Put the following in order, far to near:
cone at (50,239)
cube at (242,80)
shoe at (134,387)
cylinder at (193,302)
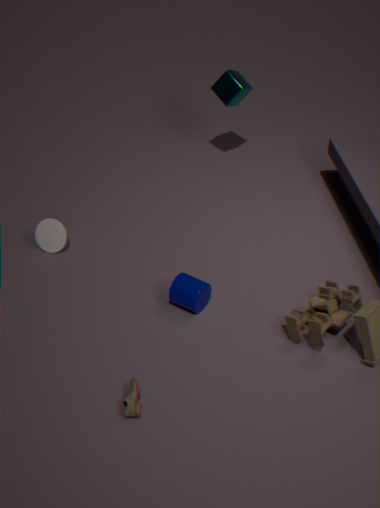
cube at (242,80), cone at (50,239), cylinder at (193,302), shoe at (134,387)
